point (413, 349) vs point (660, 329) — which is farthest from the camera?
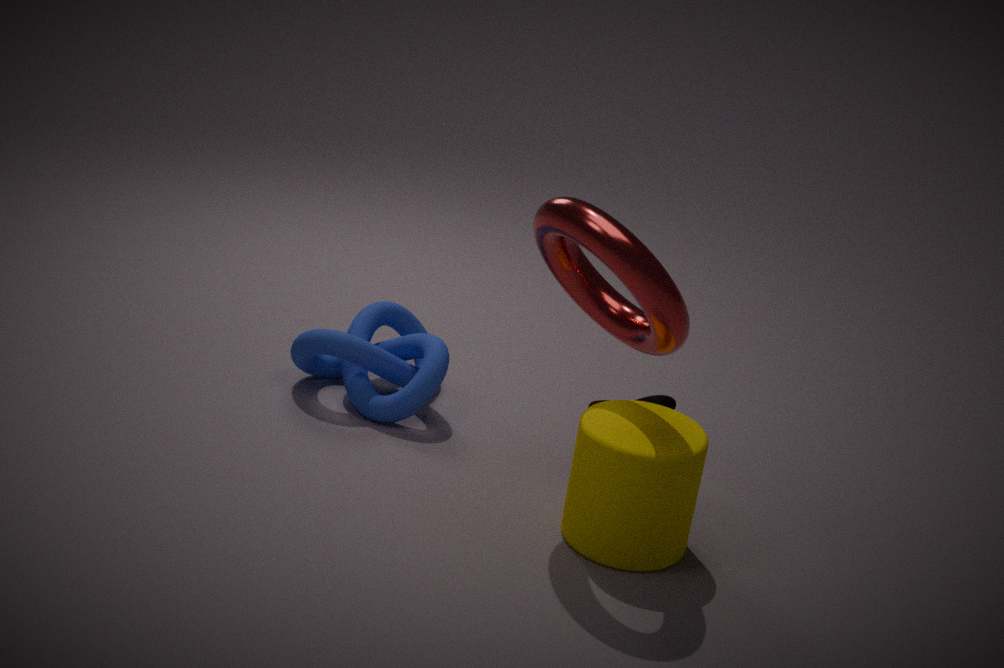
point (413, 349)
